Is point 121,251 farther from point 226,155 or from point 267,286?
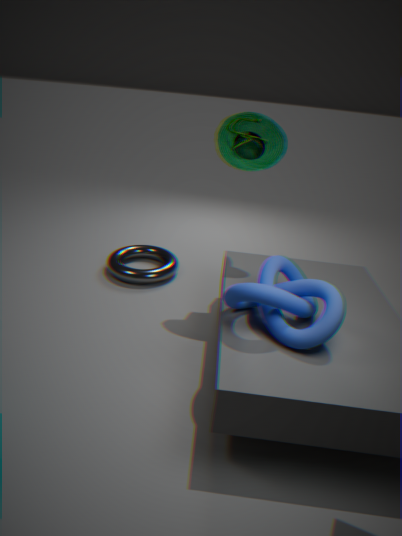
point 267,286
